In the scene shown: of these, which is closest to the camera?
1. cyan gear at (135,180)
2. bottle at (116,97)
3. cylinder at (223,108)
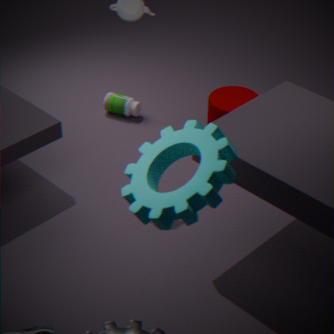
cyan gear at (135,180)
